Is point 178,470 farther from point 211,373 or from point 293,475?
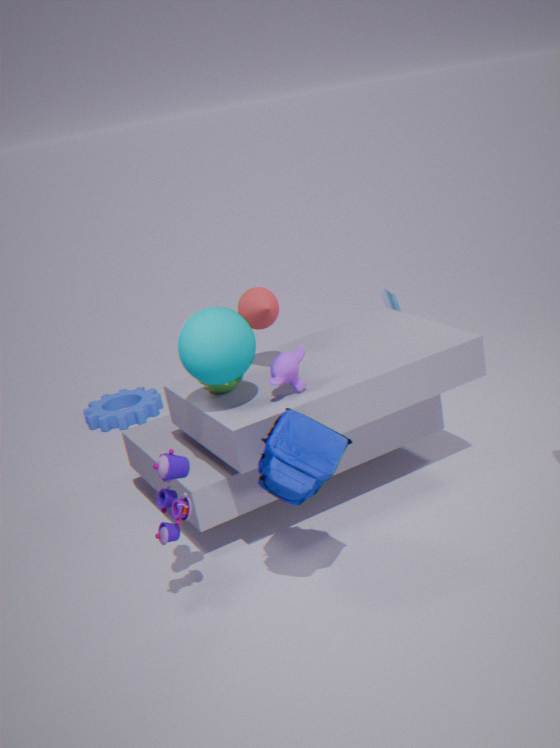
point 211,373
